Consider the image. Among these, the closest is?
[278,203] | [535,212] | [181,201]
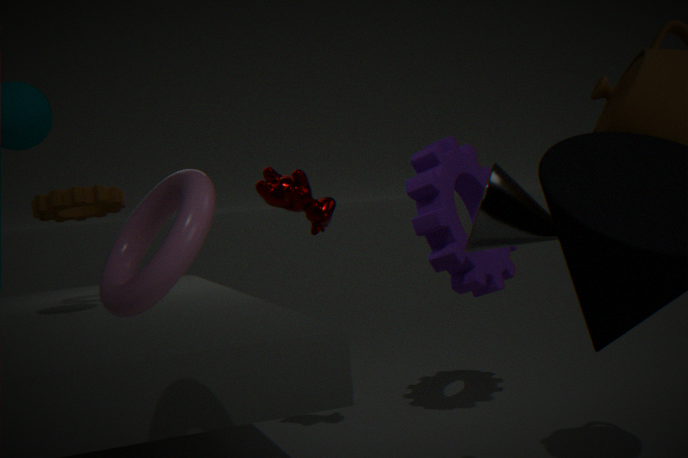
[181,201]
